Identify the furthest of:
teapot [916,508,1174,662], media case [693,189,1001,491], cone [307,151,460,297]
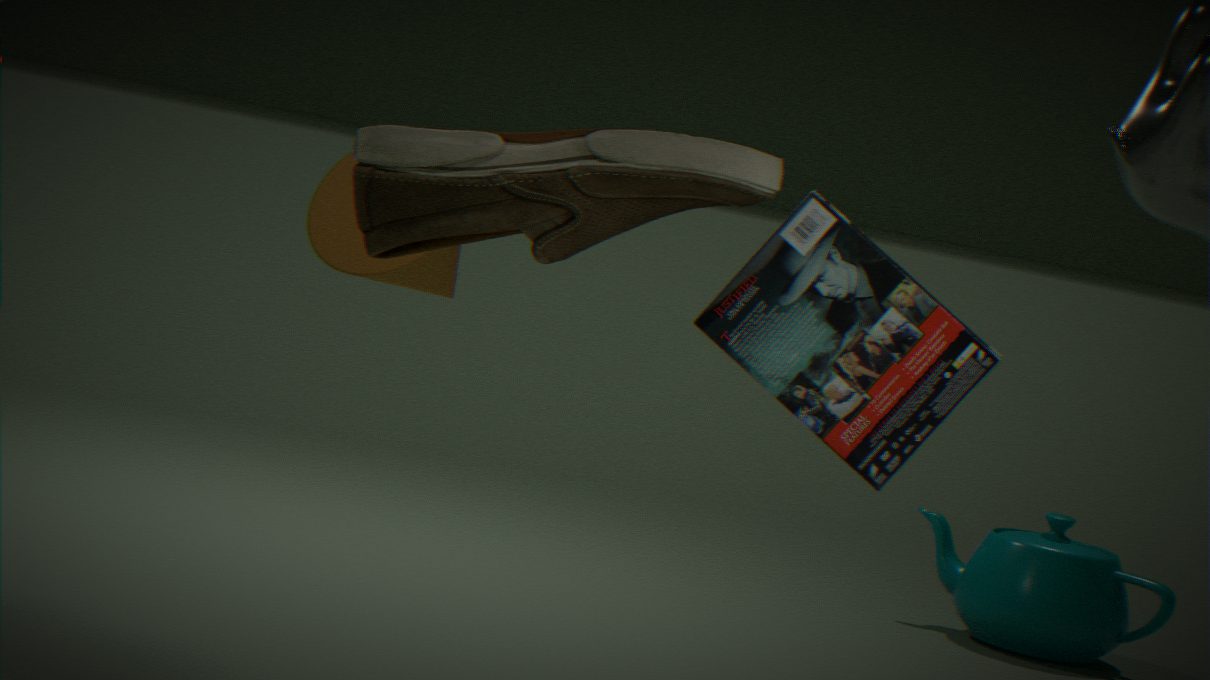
teapot [916,508,1174,662]
